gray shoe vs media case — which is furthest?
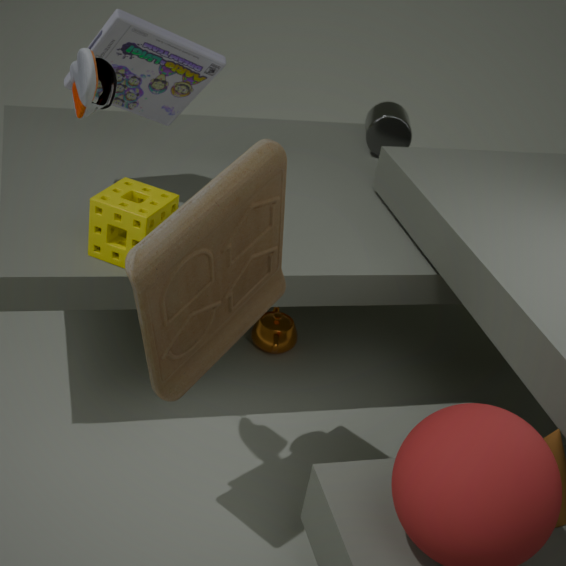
media case
